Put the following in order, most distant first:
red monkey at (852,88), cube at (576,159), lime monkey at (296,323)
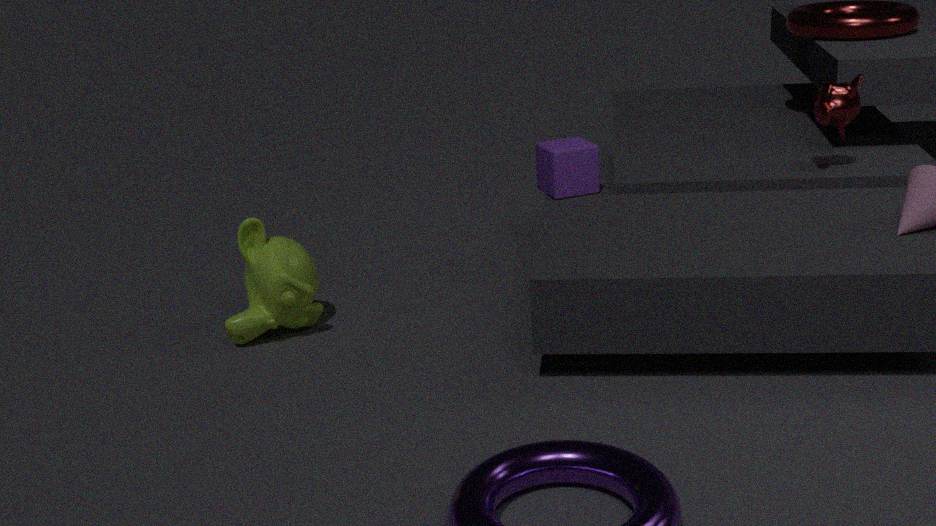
cube at (576,159), red monkey at (852,88), lime monkey at (296,323)
